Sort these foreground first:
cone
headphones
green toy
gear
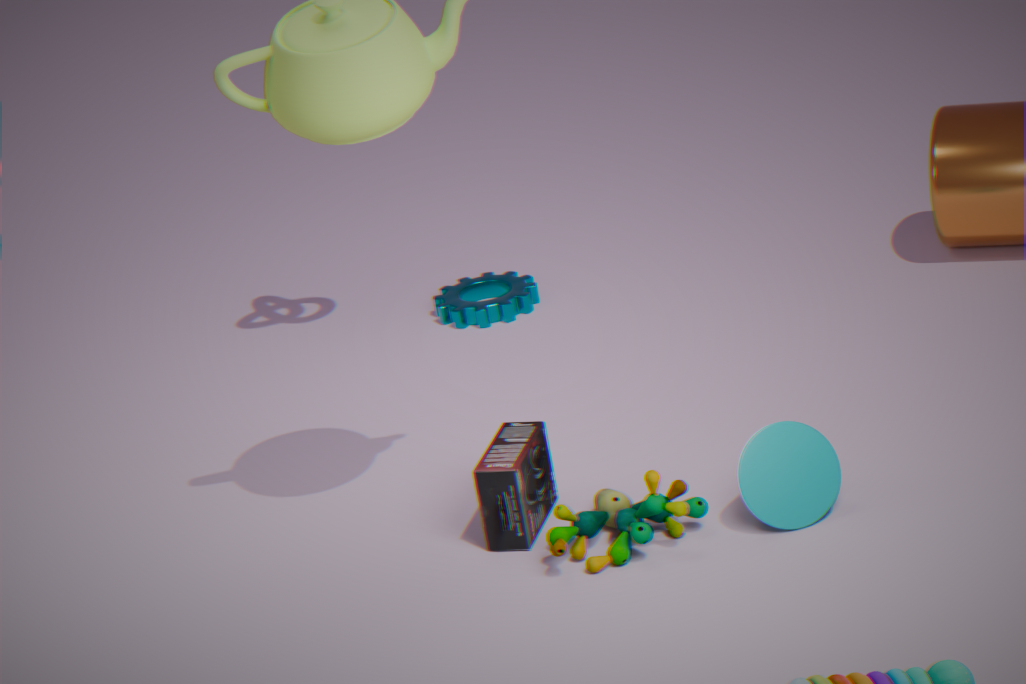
green toy → cone → headphones → gear
